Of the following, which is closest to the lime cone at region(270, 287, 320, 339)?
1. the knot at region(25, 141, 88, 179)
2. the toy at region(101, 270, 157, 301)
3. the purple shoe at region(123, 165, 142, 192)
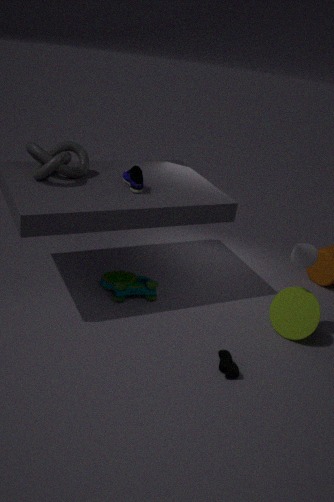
the toy at region(101, 270, 157, 301)
